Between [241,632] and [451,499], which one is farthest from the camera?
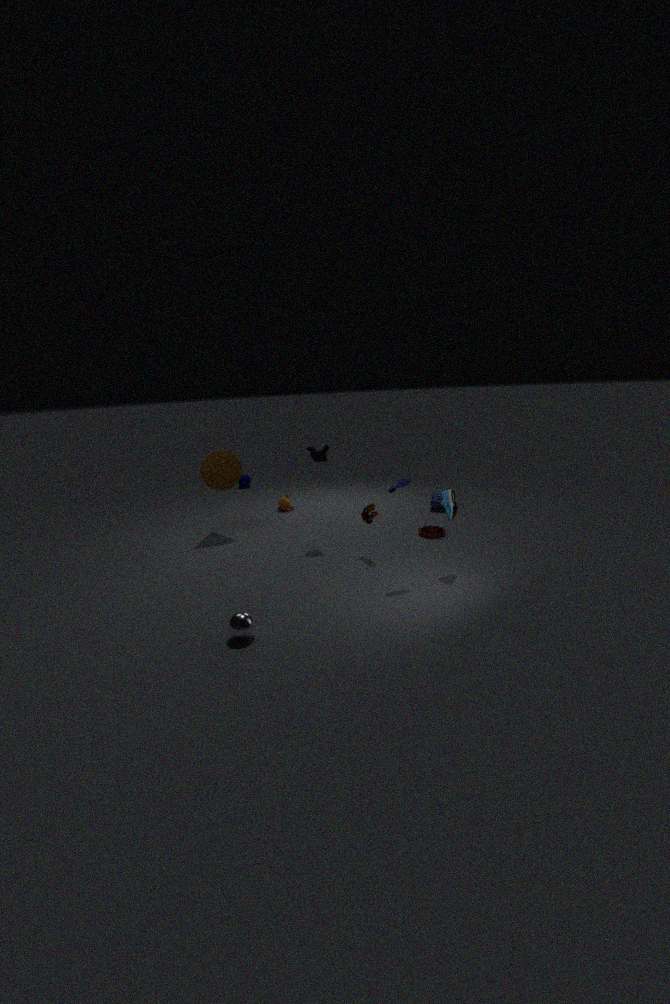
[451,499]
